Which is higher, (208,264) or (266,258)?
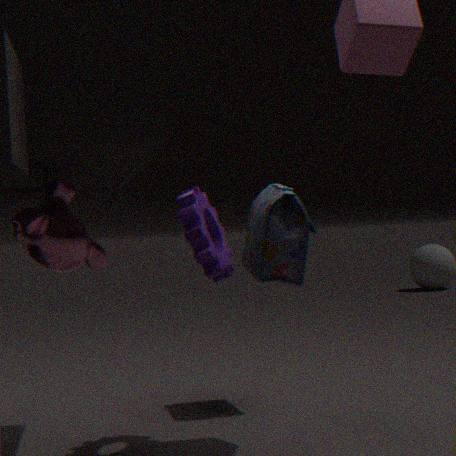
(208,264)
